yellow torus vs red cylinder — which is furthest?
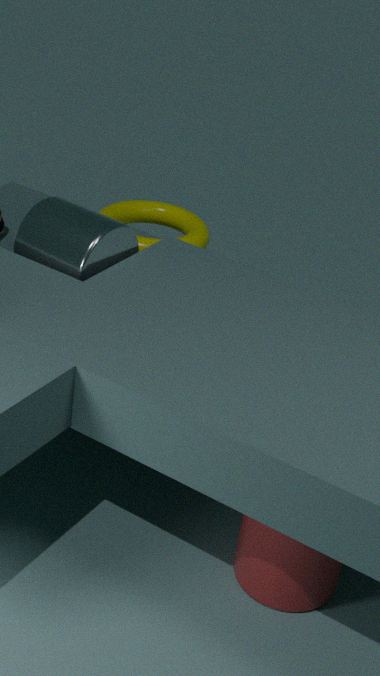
yellow torus
